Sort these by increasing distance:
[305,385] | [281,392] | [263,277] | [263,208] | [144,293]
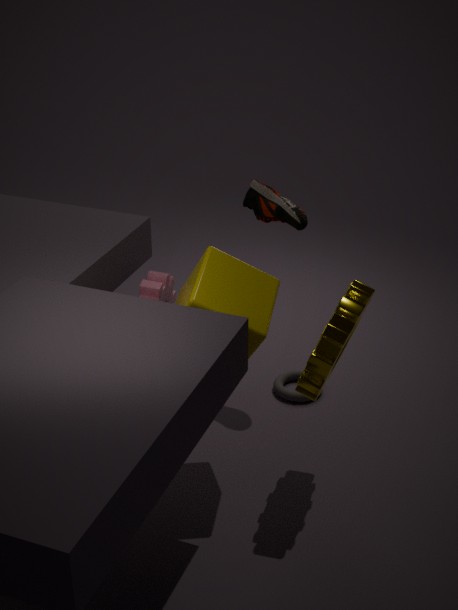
[305,385], [263,277], [144,293], [263,208], [281,392]
